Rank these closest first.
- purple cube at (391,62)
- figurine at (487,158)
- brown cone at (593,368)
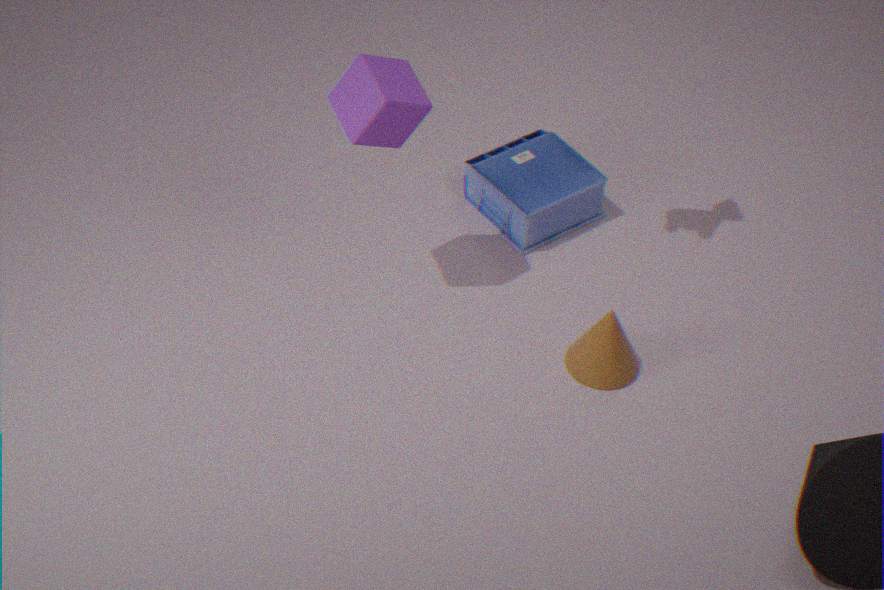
purple cube at (391,62), brown cone at (593,368), figurine at (487,158)
